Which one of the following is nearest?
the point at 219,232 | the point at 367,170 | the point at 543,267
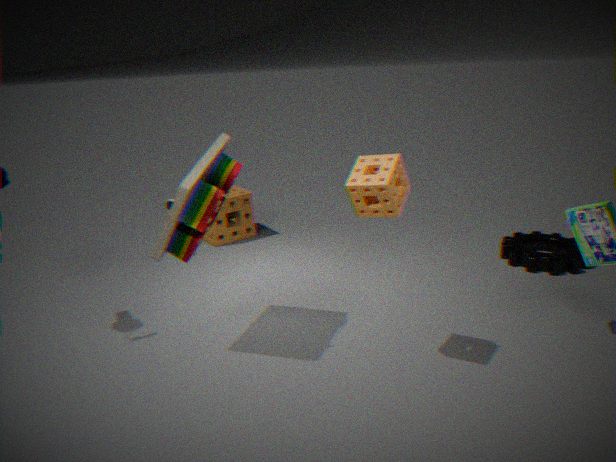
the point at 367,170
